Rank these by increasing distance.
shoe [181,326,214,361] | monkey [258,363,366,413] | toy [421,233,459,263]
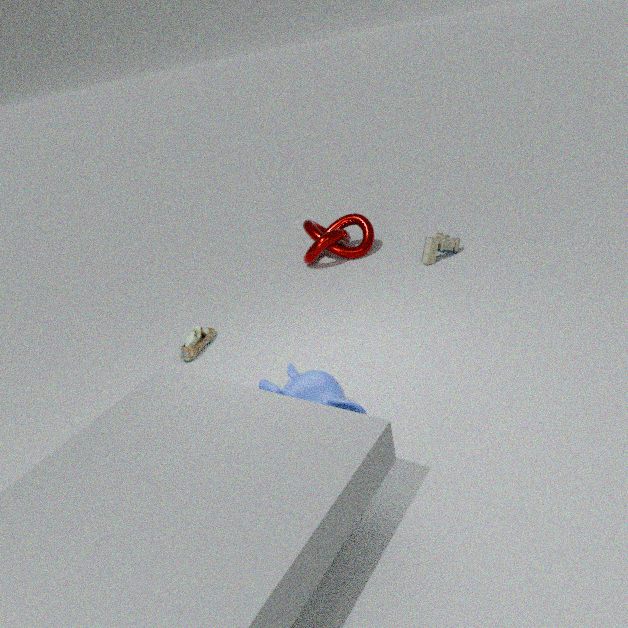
monkey [258,363,366,413], shoe [181,326,214,361], toy [421,233,459,263]
